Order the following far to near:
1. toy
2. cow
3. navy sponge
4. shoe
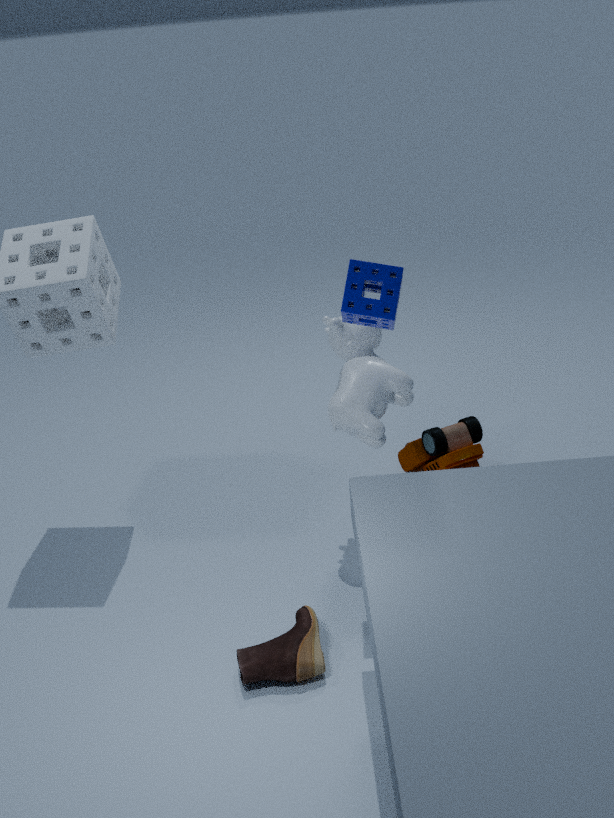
toy
cow
navy sponge
shoe
